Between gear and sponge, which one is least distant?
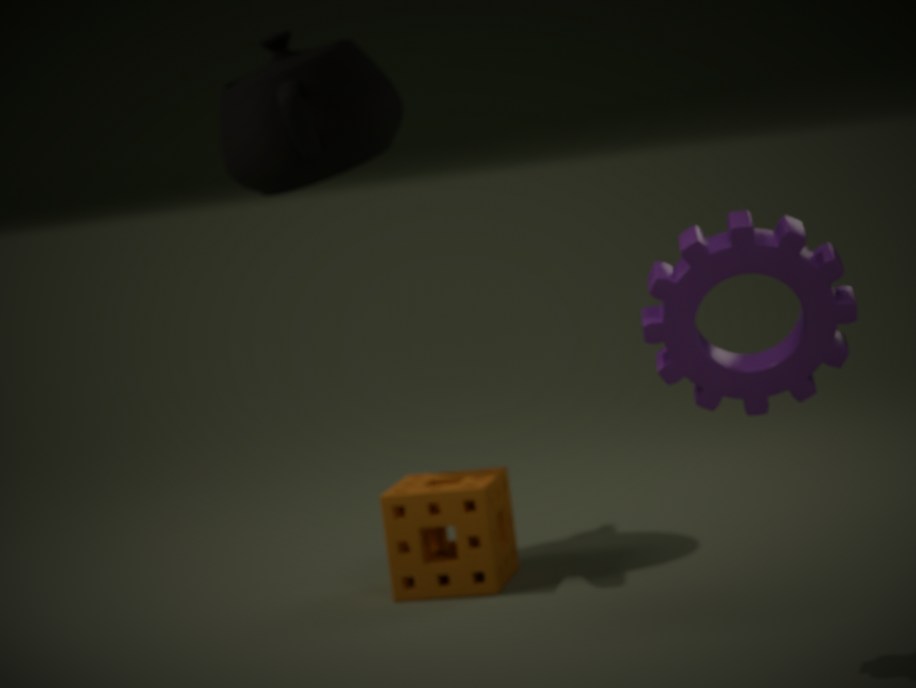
gear
